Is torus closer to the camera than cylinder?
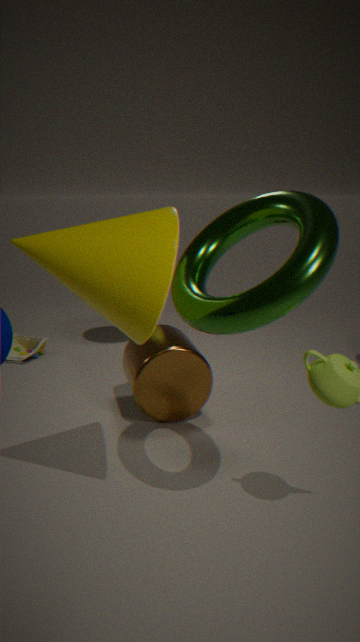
Yes
